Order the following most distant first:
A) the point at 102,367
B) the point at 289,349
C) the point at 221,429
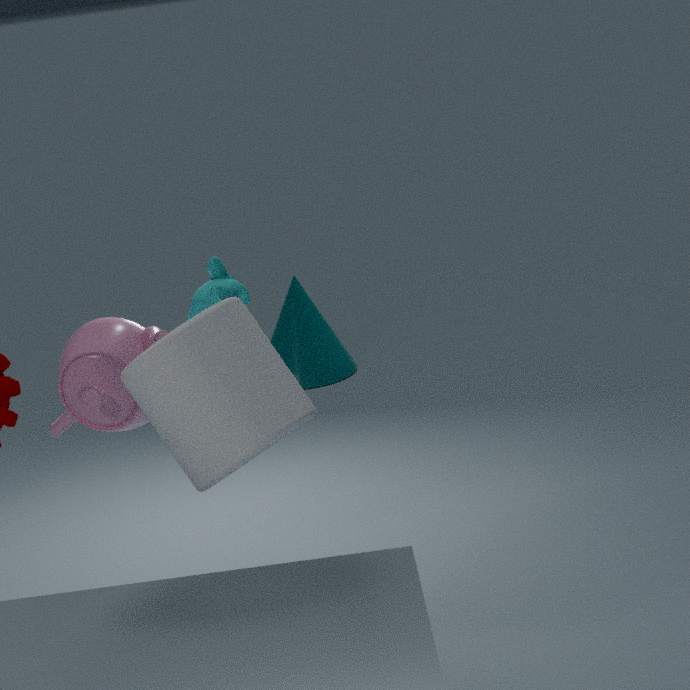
the point at 289,349, the point at 102,367, the point at 221,429
